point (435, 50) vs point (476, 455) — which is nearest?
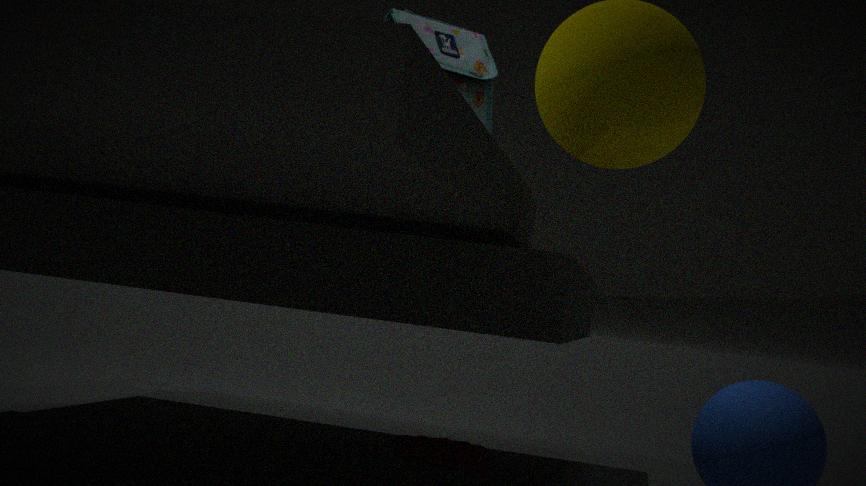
point (435, 50)
